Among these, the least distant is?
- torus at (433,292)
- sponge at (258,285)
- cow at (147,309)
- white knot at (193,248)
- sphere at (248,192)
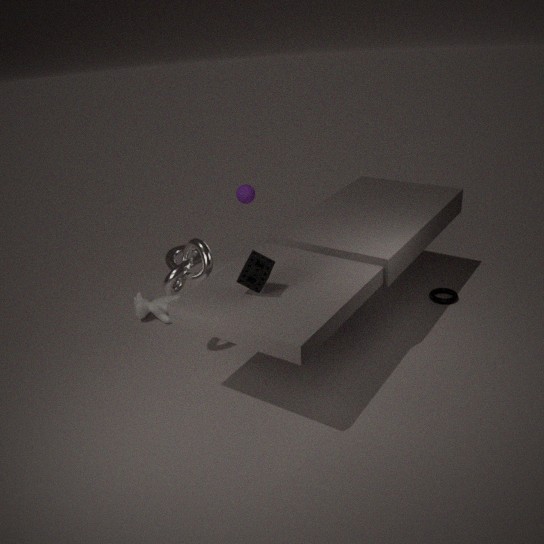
sponge at (258,285)
